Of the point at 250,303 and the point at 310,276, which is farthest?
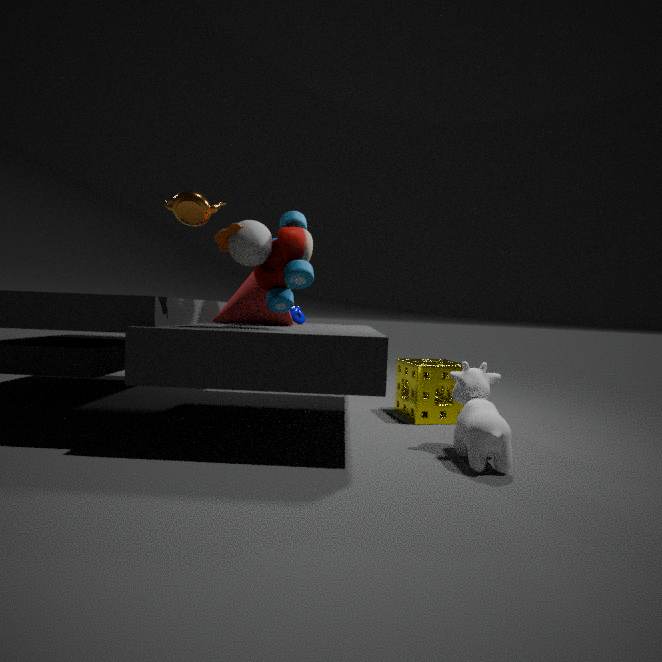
the point at 250,303
